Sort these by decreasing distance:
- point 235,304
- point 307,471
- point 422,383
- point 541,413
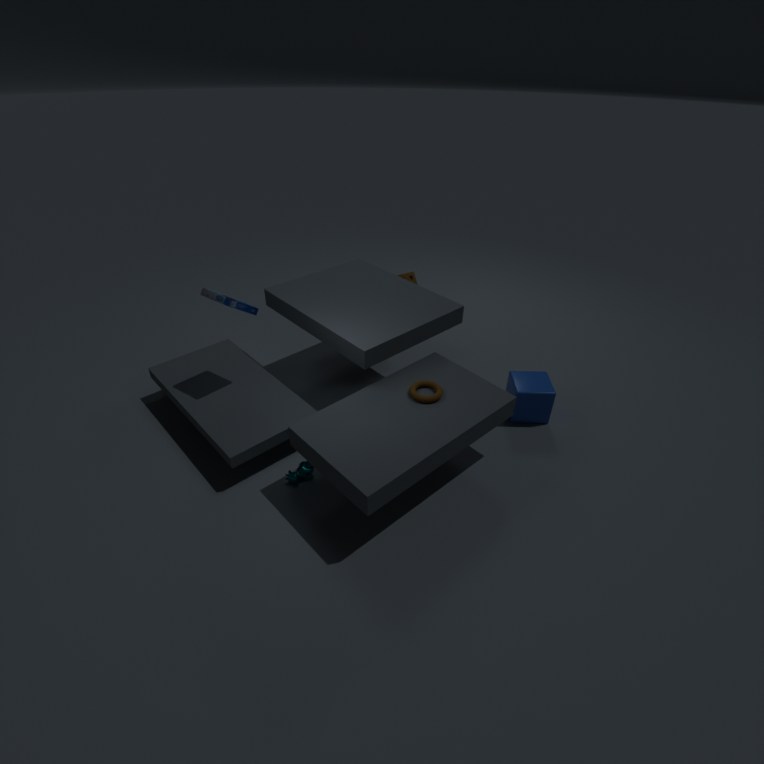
point 541,413, point 422,383, point 307,471, point 235,304
